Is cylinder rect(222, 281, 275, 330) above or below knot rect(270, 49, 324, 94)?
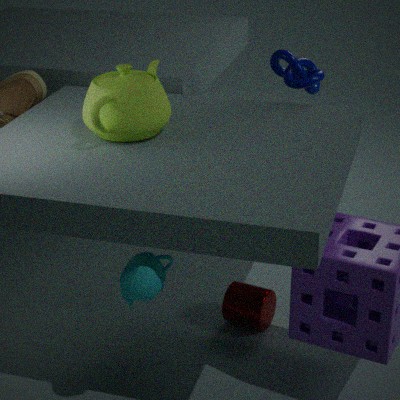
below
